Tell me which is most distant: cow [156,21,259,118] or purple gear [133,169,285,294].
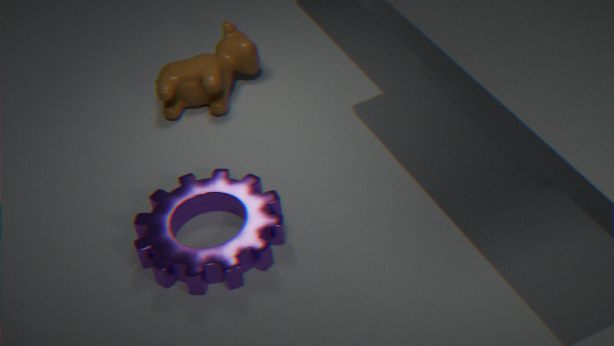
cow [156,21,259,118]
